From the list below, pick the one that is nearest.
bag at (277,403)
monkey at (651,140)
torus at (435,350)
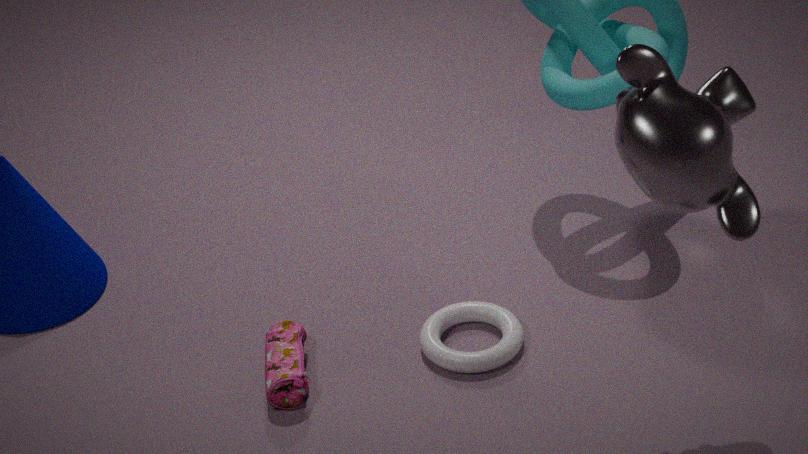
monkey at (651,140)
